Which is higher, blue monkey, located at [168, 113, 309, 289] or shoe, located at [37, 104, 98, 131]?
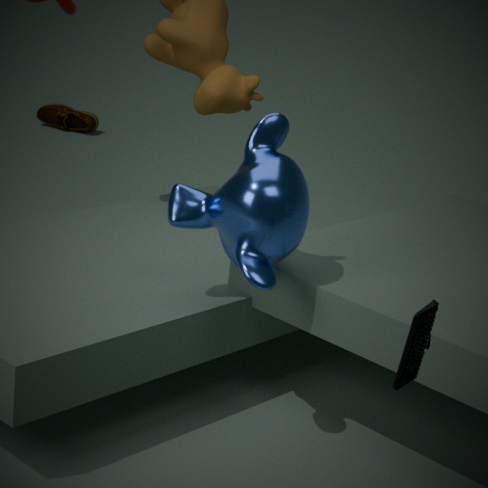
blue monkey, located at [168, 113, 309, 289]
